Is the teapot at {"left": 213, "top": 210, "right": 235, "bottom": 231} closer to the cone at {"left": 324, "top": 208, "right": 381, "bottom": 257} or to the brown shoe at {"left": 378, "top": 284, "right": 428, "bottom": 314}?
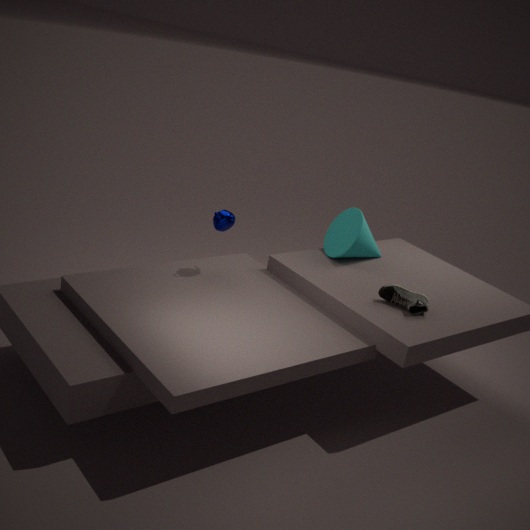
the cone at {"left": 324, "top": 208, "right": 381, "bottom": 257}
